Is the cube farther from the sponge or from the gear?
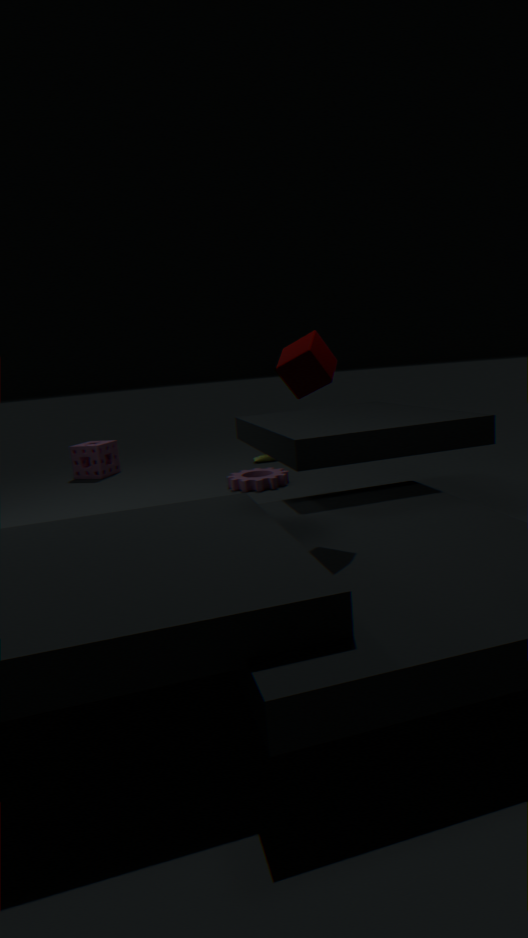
the sponge
